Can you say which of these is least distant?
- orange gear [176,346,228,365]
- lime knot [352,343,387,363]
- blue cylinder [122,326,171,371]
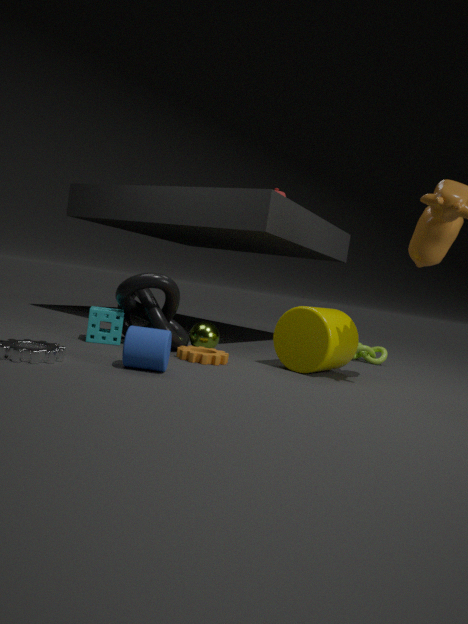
blue cylinder [122,326,171,371]
